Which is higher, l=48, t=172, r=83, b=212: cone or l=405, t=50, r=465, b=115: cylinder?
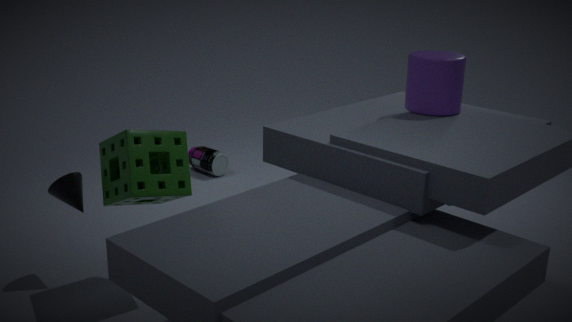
l=405, t=50, r=465, b=115: cylinder
